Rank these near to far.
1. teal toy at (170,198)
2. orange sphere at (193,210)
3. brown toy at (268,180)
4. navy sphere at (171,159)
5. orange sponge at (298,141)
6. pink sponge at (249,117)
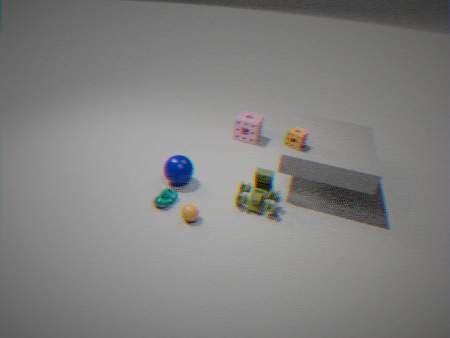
orange sphere at (193,210) → teal toy at (170,198) → brown toy at (268,180) → orange sponge at (298,141) → navy sphere at (171,159) → pink sponge at (249,117)
